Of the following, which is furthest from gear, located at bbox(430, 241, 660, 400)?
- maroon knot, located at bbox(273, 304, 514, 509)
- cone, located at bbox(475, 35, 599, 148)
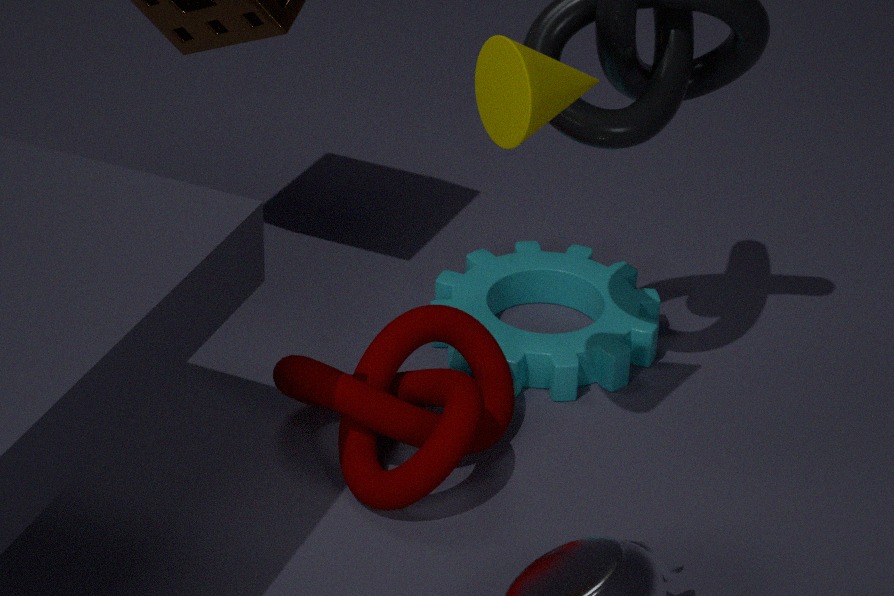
cone, located at bbox(475, 35, 599, 148)
